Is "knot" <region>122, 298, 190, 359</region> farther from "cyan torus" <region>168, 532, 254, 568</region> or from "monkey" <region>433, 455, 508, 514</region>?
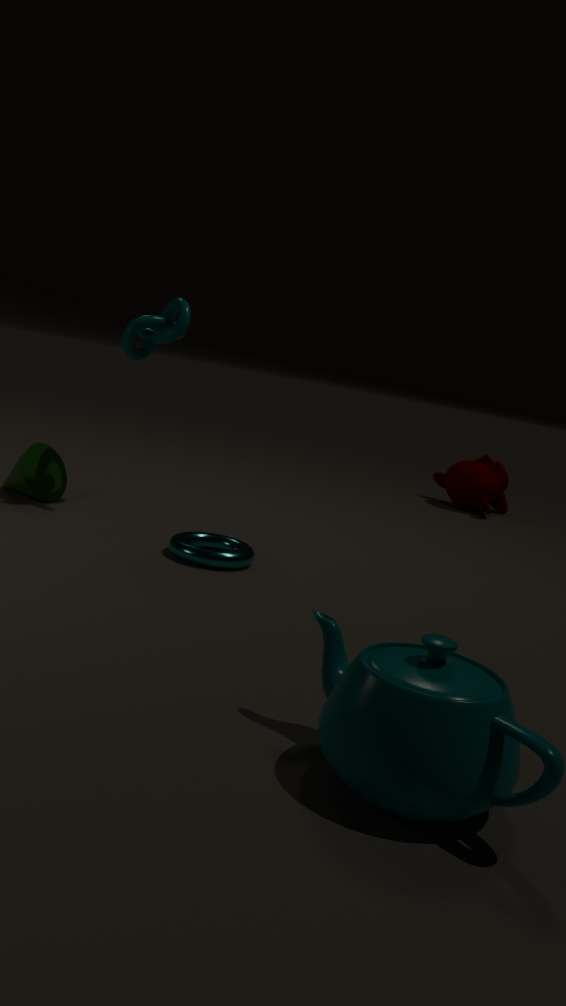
"monkey" <region>433, 455, 508, 514</region>
